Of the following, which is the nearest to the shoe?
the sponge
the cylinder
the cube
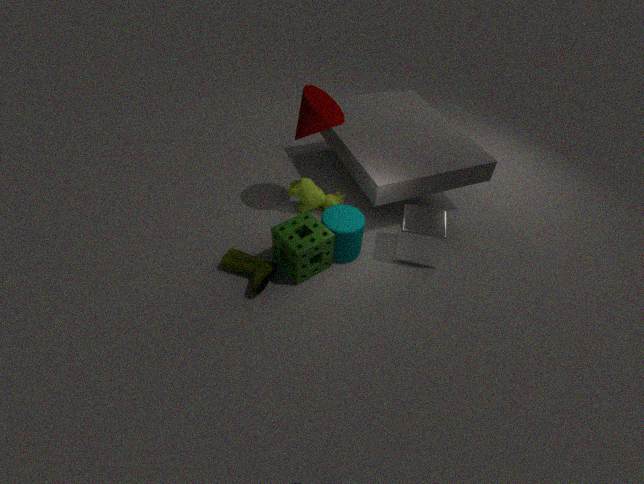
the sponge
